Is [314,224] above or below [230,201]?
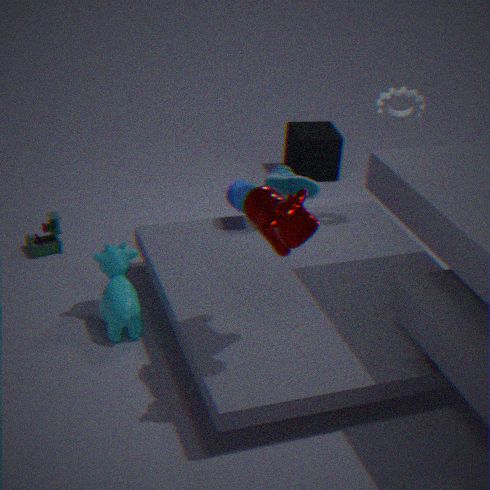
above
